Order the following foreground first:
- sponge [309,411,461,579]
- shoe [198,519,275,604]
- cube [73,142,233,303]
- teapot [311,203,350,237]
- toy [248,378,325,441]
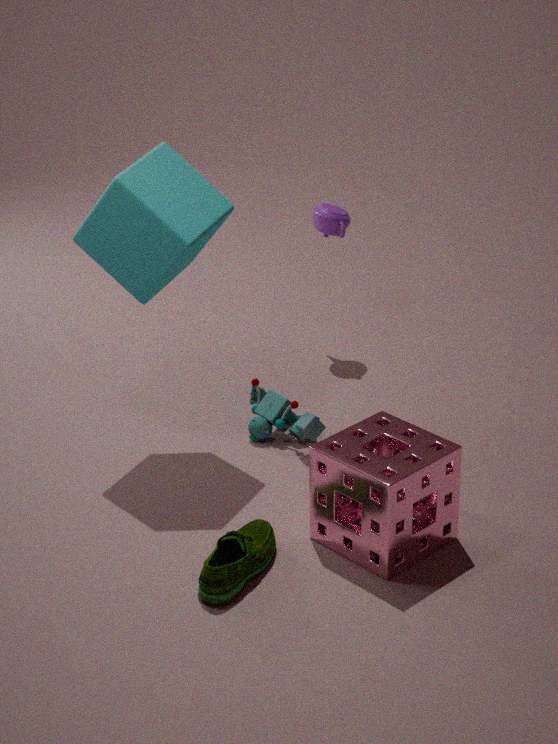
shoe [198,519,275,604] < sponge [309,411,461,579] < cube [73,142,233,303] < toy [248,378,325,441] < teapot [311,203,350,237]
